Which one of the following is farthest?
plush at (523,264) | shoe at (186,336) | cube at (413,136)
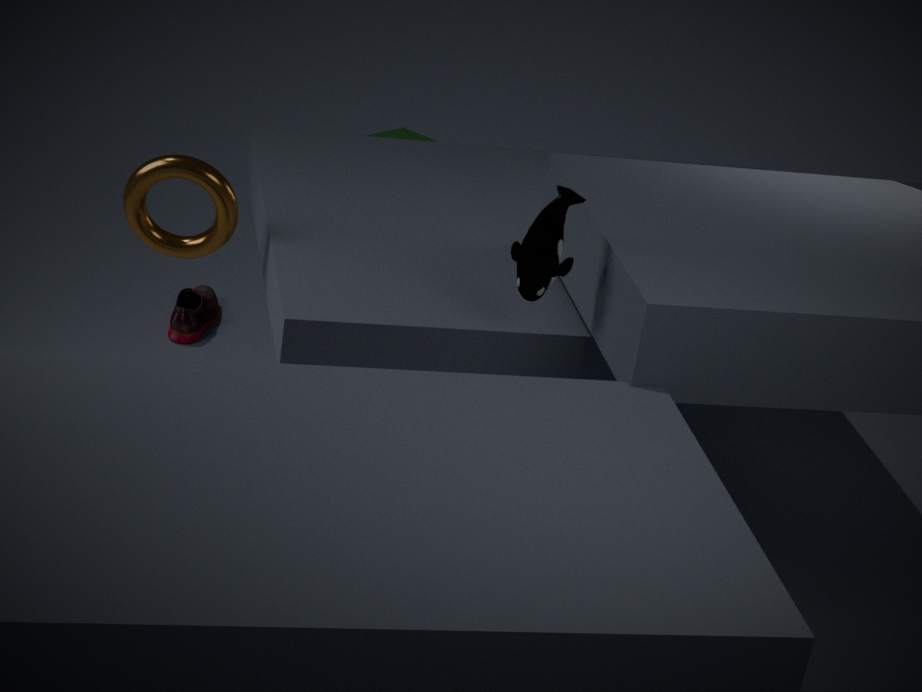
cube at (413,136)
